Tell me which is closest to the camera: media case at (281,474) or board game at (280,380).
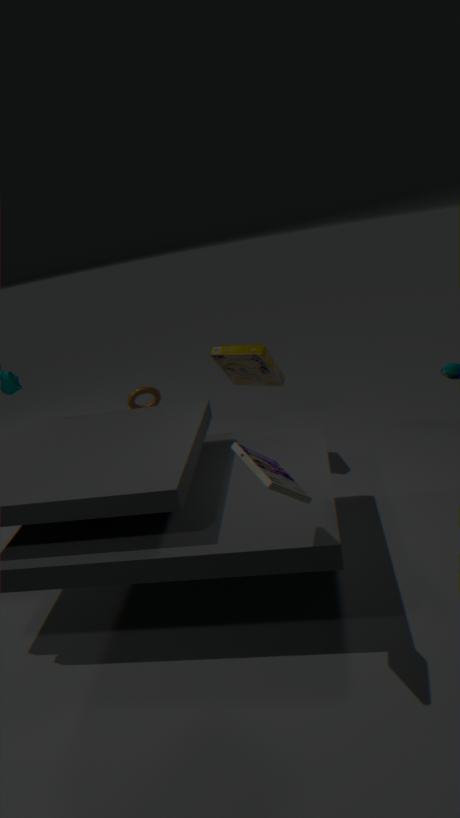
media case at (281,474)
